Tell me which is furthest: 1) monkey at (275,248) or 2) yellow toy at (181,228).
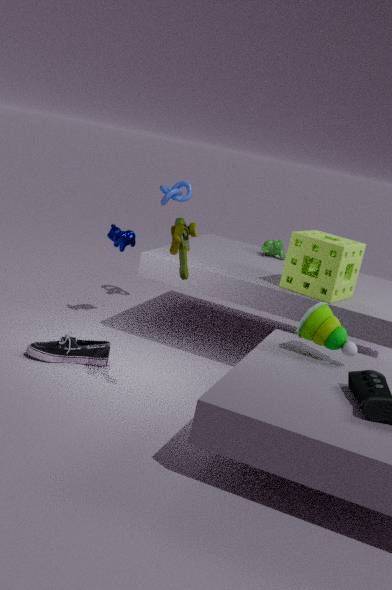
1. monkey at (275,248)
